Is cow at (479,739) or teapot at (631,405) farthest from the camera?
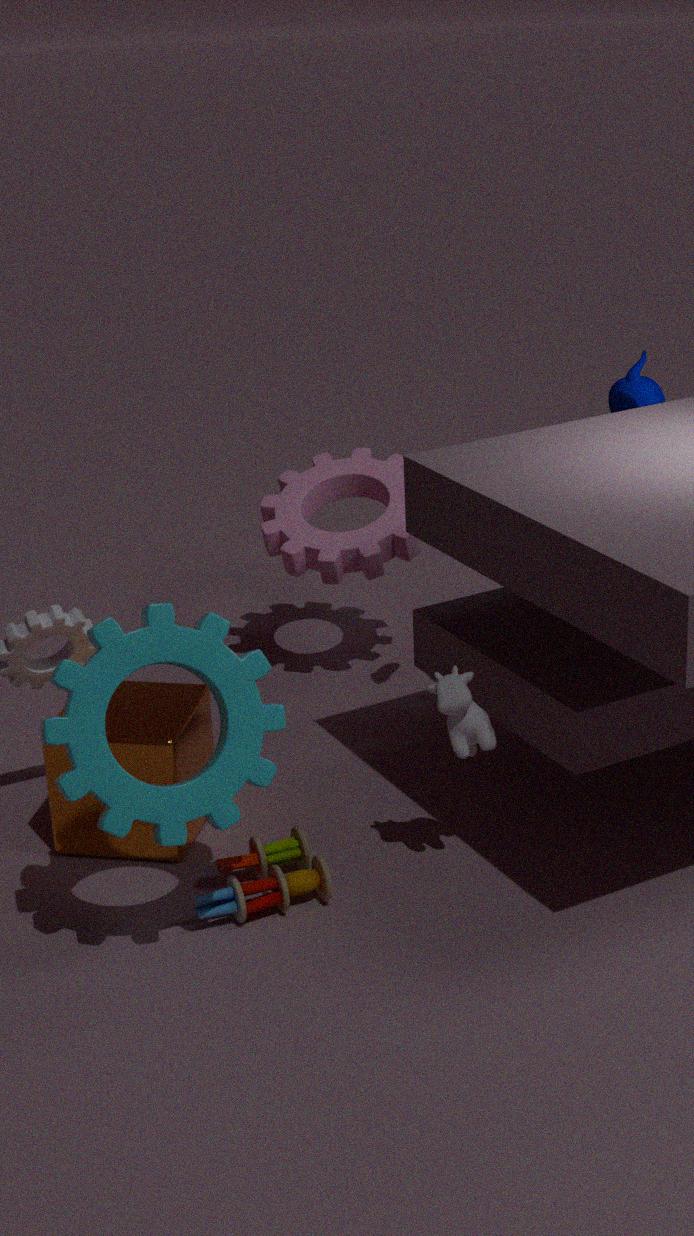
teapot at (631,405)
